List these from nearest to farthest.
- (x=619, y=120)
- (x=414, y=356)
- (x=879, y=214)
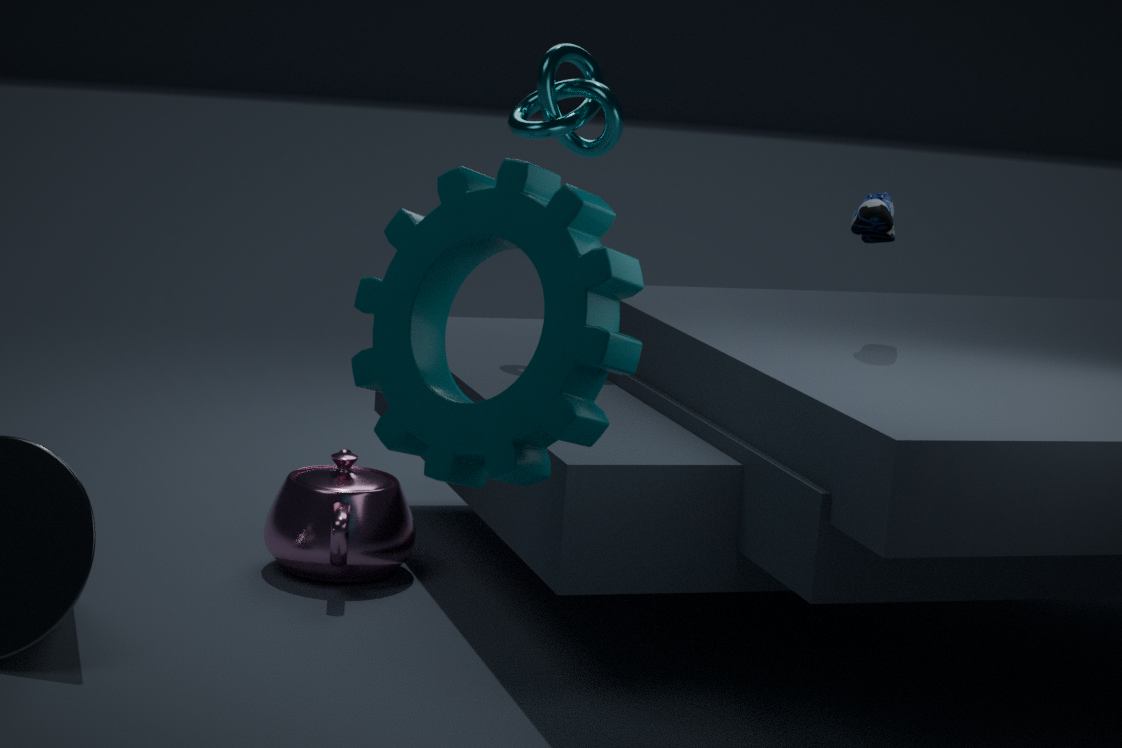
(x=414, y=356), (x=879, y=214), (x=619, y=120)
